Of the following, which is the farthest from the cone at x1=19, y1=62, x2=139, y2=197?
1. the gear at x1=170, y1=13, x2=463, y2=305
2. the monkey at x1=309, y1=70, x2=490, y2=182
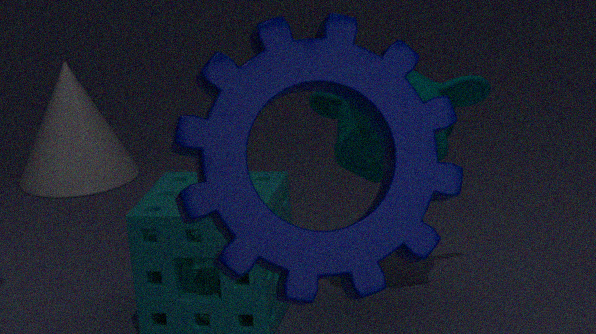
the gear at x1=170, y1=13, x2=463, y2=305
